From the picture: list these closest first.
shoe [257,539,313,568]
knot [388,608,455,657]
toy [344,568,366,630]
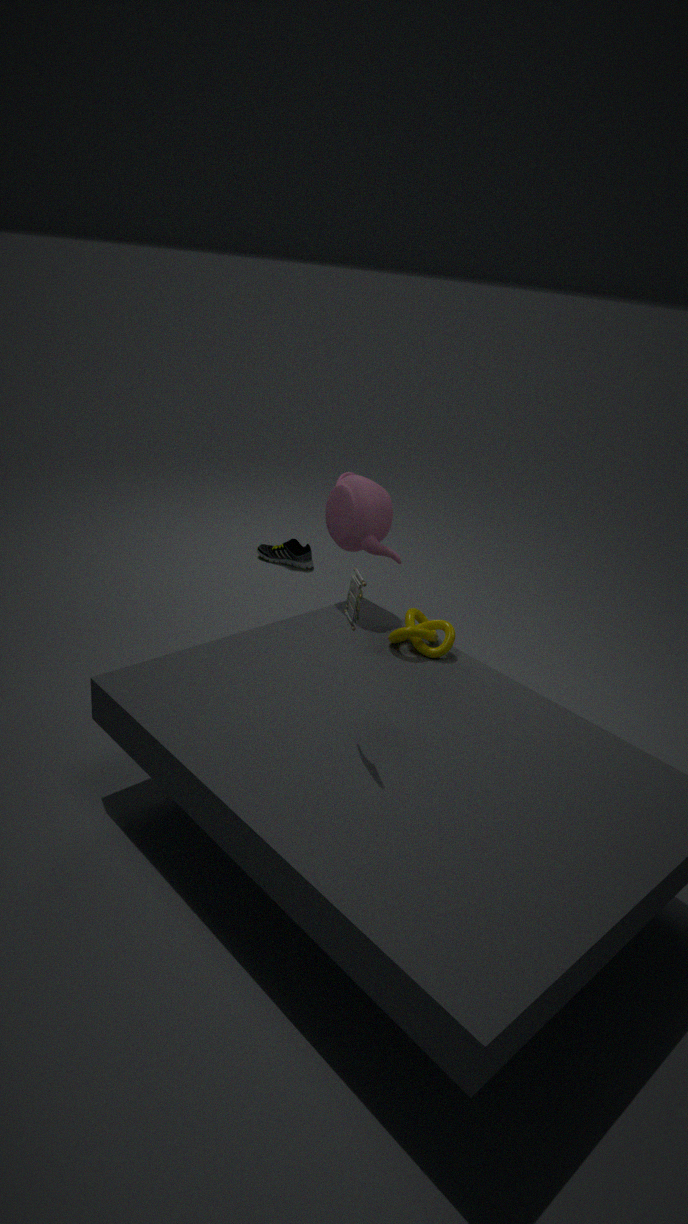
1. toy [344,568,366,630]
2. knot [388,608,455,657]
3. shoe [257,539,313,568]
